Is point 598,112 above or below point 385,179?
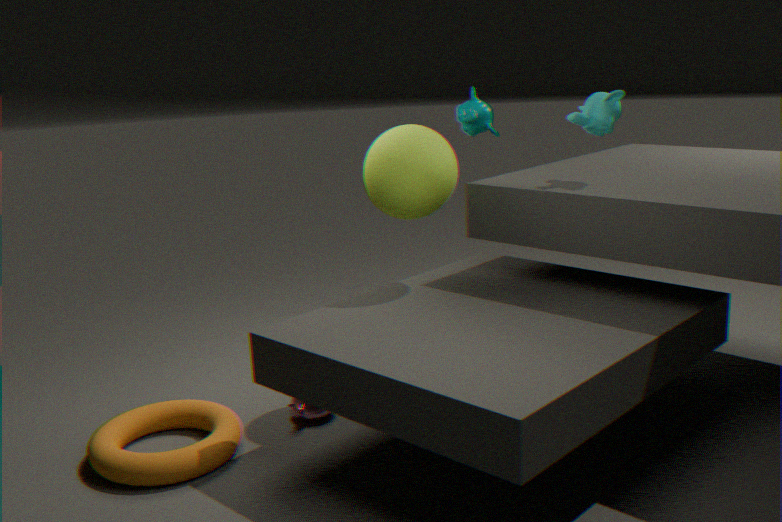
above
